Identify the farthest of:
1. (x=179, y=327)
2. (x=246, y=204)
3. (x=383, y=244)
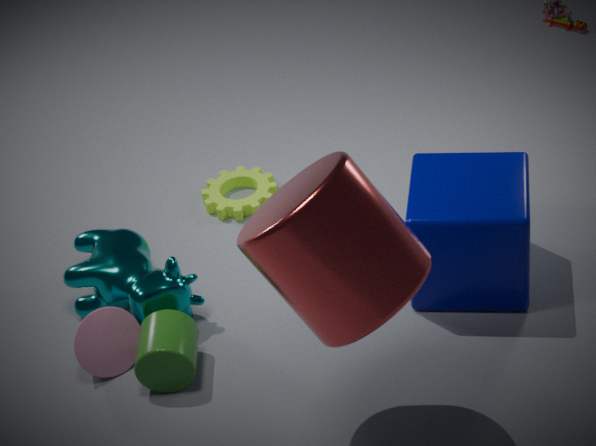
(x=246, y=204)
